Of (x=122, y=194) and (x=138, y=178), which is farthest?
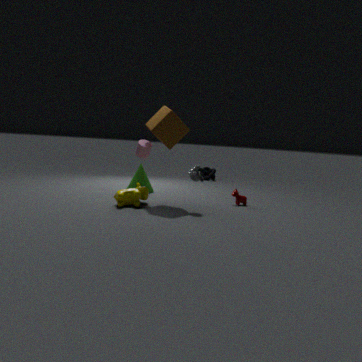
(x=138, y=178)
